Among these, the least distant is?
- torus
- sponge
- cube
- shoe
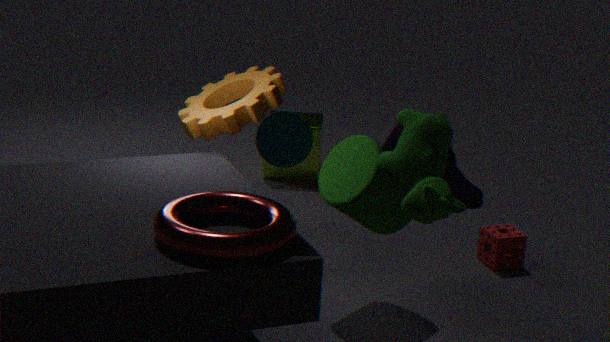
torus
